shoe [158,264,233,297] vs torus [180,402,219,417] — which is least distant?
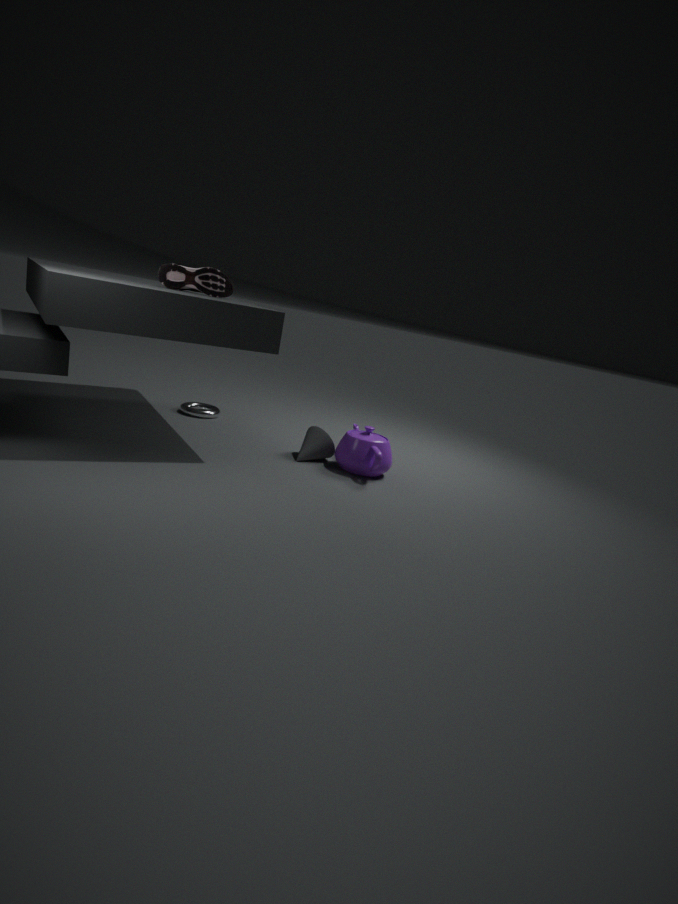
shoe [158,264,233,297]
